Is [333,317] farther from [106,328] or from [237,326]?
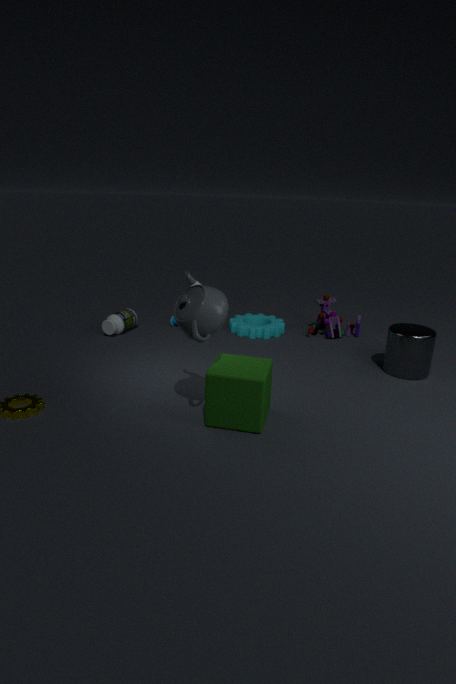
[106,328]
